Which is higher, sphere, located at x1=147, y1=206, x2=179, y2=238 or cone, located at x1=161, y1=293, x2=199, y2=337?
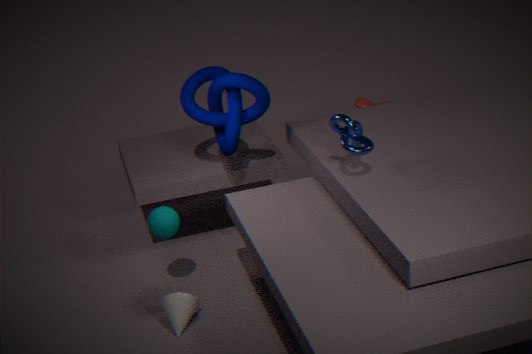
sphere, located at x1=147, y1=206, x2=179, y2=238
